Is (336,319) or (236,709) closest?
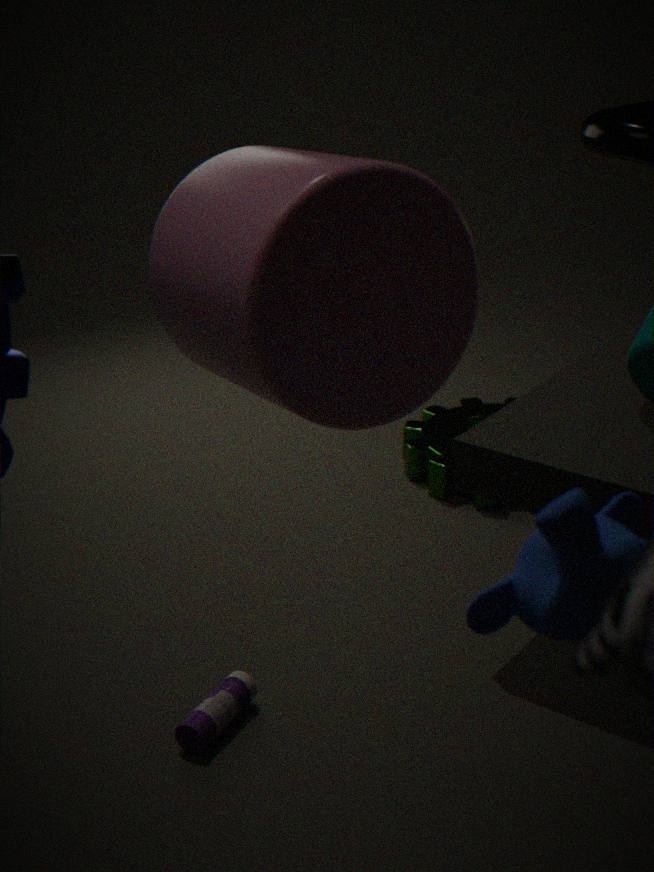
(336,319)
